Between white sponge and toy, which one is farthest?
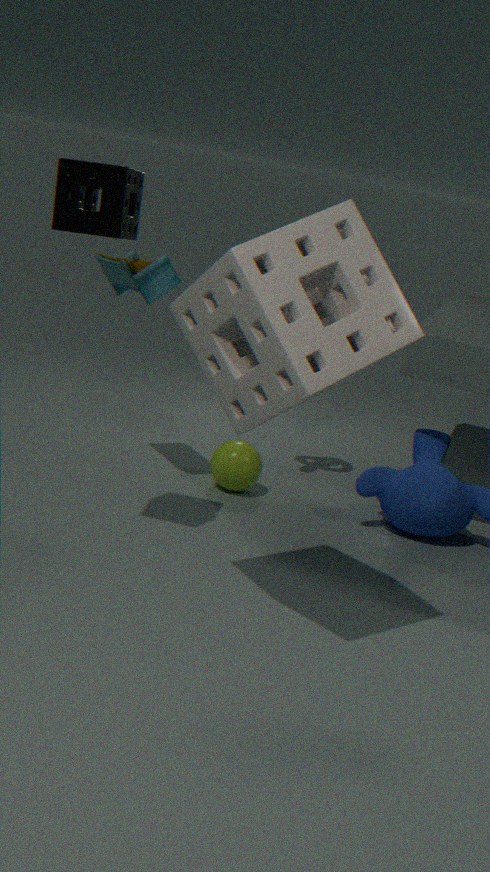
toy
